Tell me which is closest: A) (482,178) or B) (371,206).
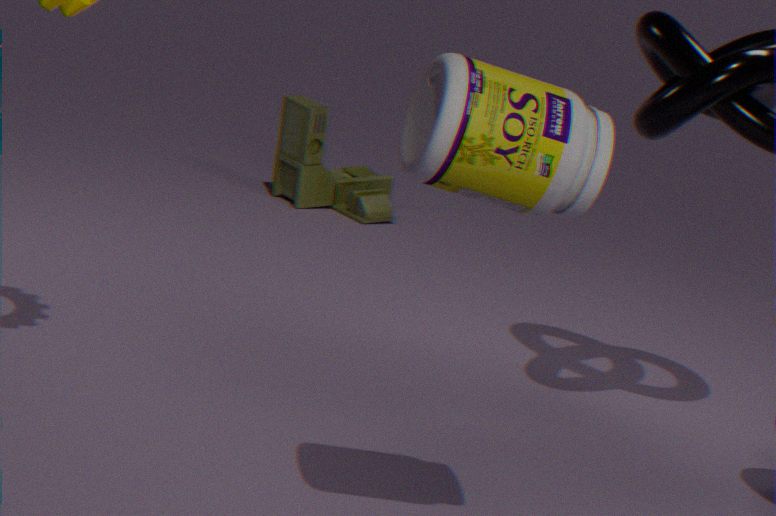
A. (482,178)
